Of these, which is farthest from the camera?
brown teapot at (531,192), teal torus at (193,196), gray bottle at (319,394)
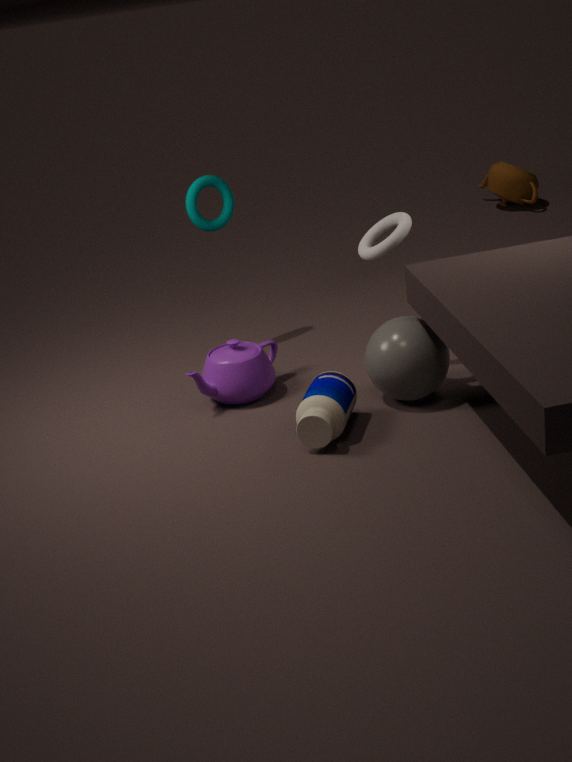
brown teapot at (531,192)
